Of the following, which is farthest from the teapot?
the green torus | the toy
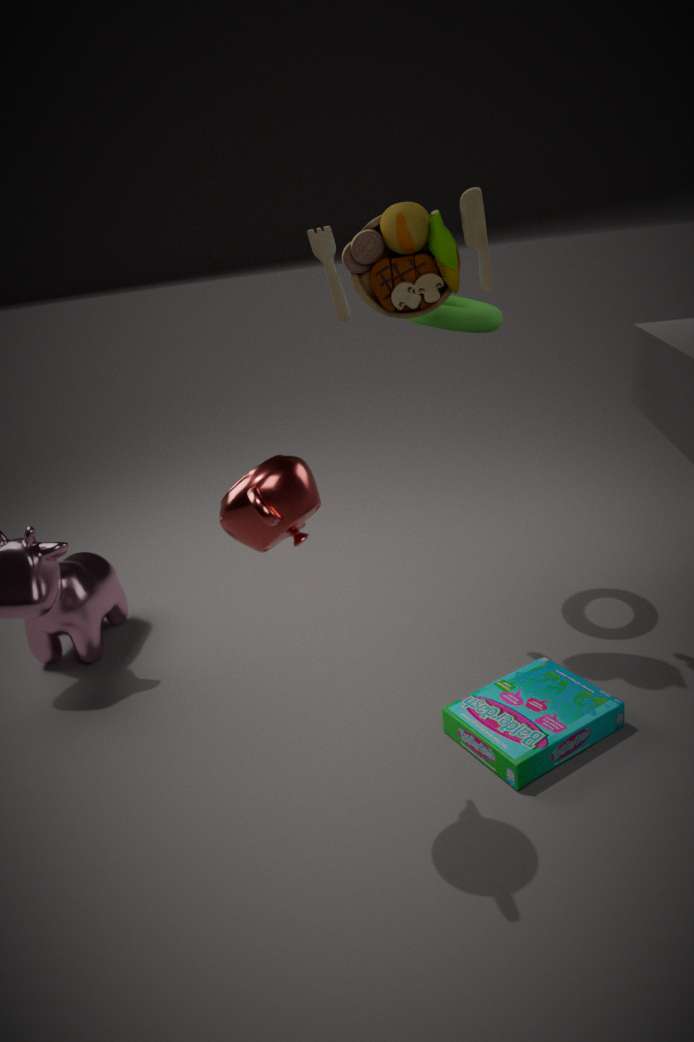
the green torus
